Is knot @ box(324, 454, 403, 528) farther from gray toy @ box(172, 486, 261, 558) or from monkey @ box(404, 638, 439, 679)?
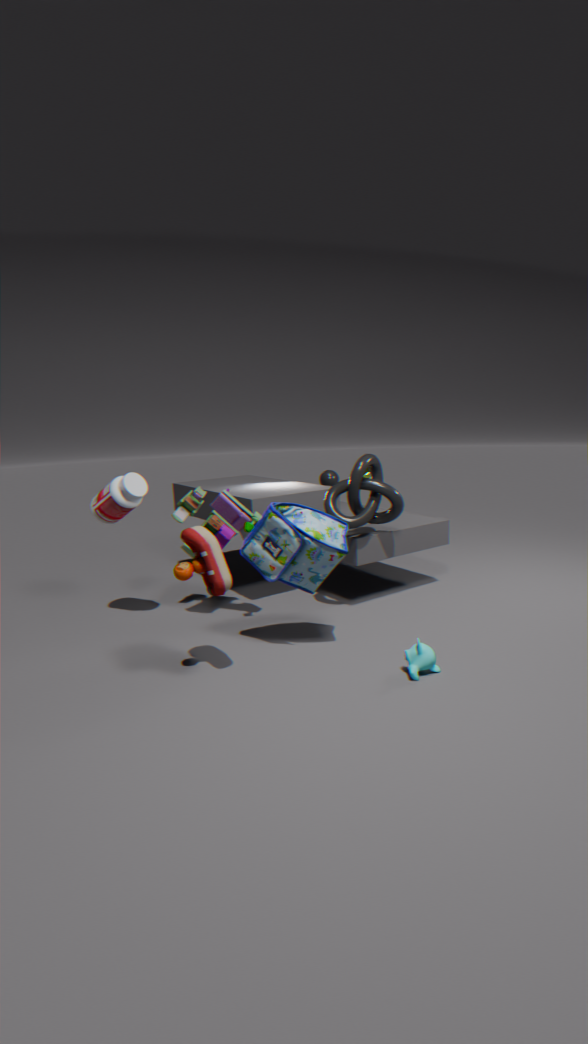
monkey @ box(404, 638, 439, 679)
